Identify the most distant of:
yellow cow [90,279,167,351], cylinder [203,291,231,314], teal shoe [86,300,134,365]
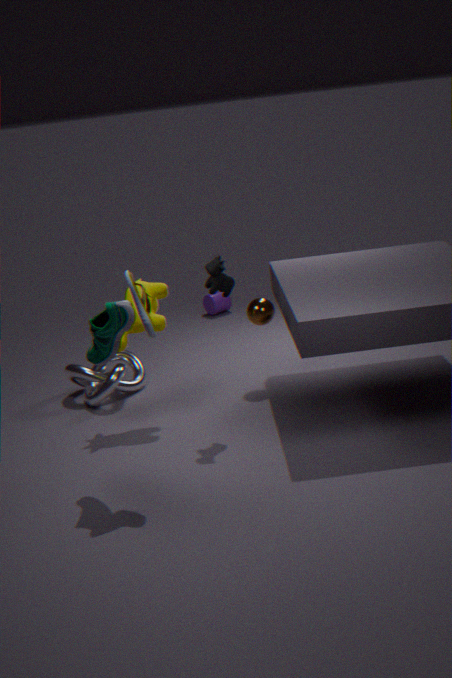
cylinder [203,291,231,314]
